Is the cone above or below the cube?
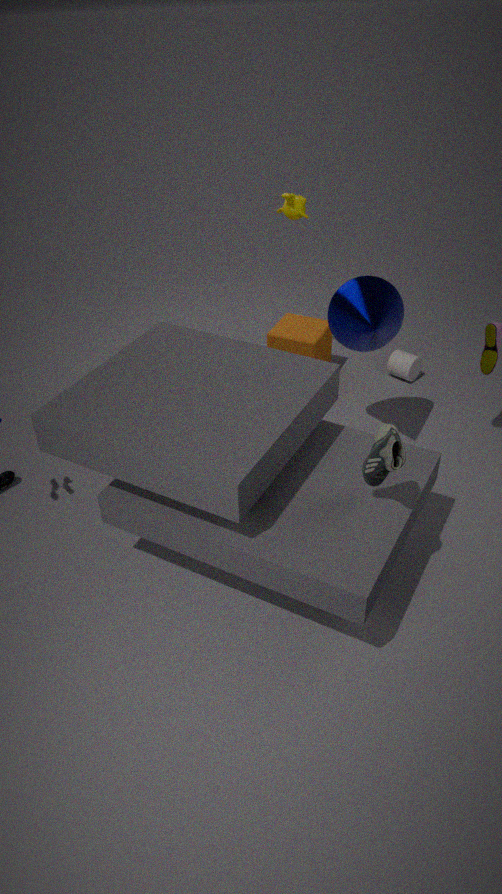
above
